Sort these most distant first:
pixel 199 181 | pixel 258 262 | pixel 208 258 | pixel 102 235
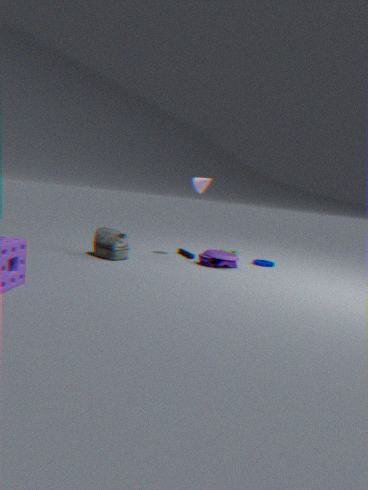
pixel 258 262 < pixel 199 181 < pixel 208 258 < pixel 102 235
